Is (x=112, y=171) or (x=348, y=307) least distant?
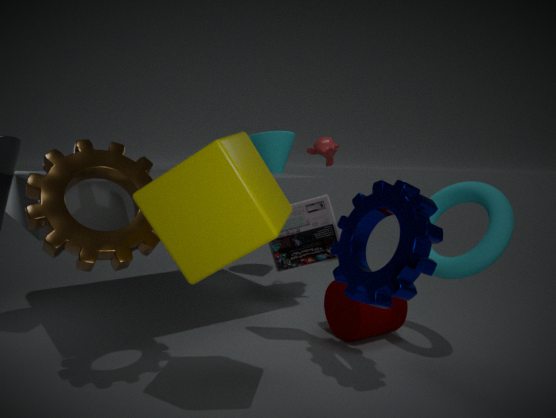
(x=112, y=171)
